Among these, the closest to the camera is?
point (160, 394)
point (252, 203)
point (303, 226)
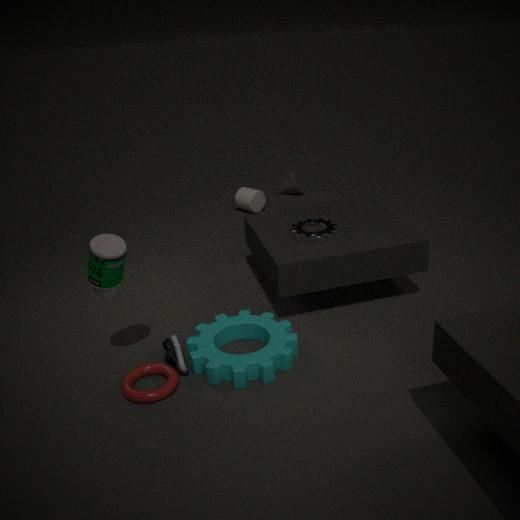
point (160, 394)
